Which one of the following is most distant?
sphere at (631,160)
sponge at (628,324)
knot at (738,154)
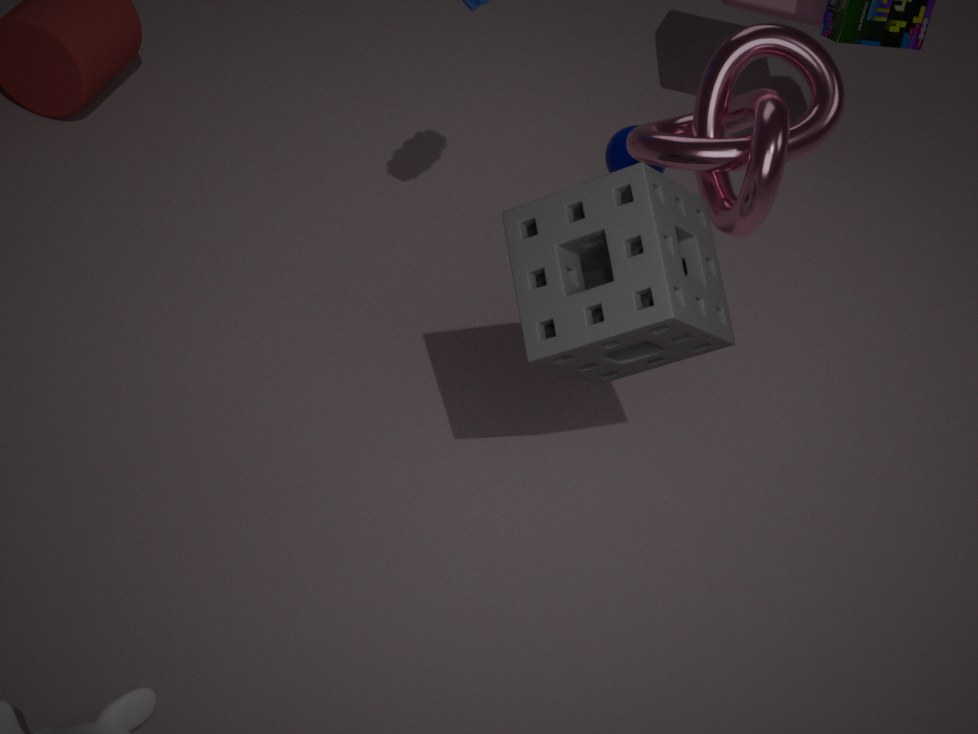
sphere at (631,160)
